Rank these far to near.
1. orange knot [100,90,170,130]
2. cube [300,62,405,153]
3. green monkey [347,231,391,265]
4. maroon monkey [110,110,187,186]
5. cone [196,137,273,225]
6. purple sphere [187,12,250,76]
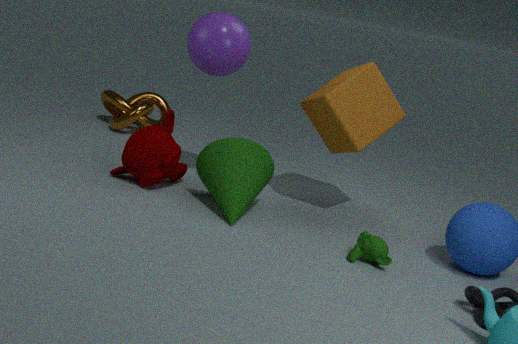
orange knot [100,90,170,130], maroon monkey [110,110,187,186], purple sphere [187,12,250,76], cube [300,62,405,153], cone [196,137,273,225], green monkey [347,231,391,265]
